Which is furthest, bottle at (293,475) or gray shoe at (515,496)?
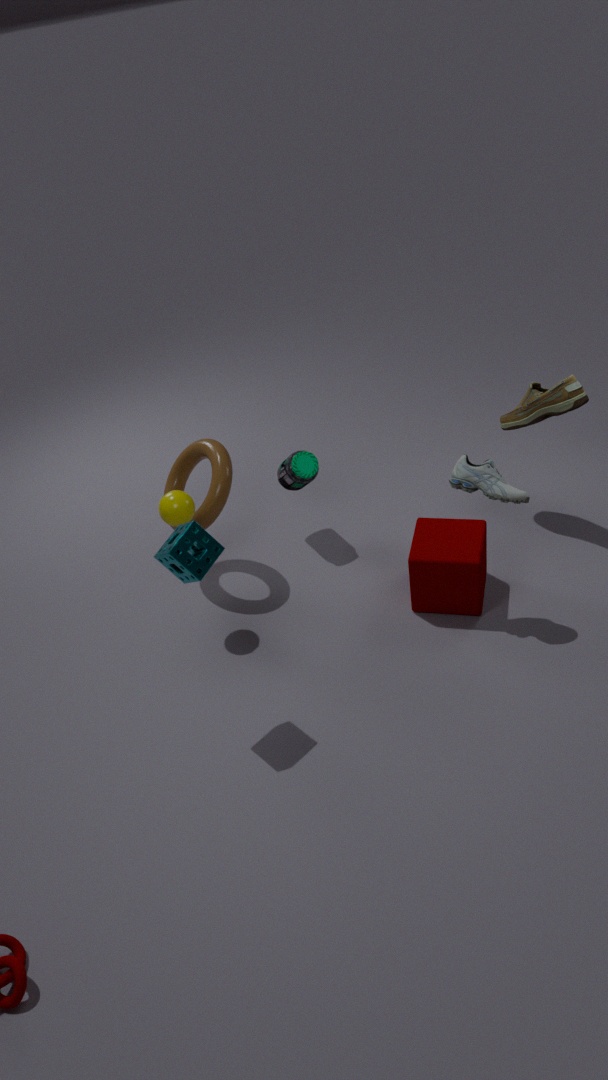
bottle at (293,475)
